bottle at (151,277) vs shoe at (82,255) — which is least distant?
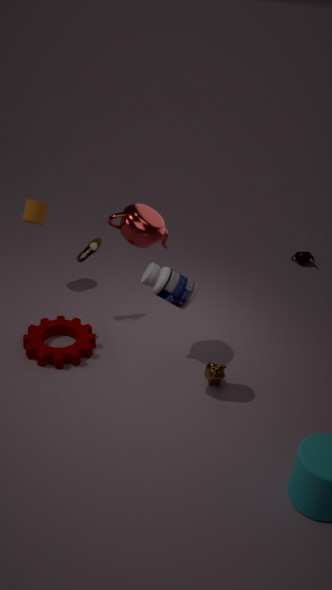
bottle at (151,277)
